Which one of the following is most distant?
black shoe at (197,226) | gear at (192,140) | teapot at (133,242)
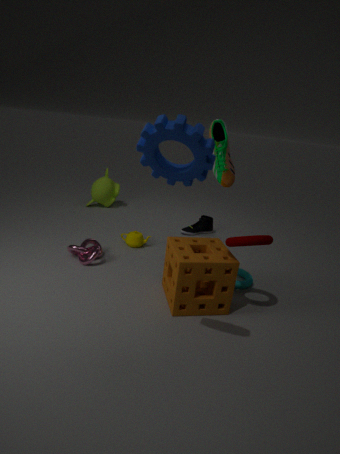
black shoe at (197,226)
